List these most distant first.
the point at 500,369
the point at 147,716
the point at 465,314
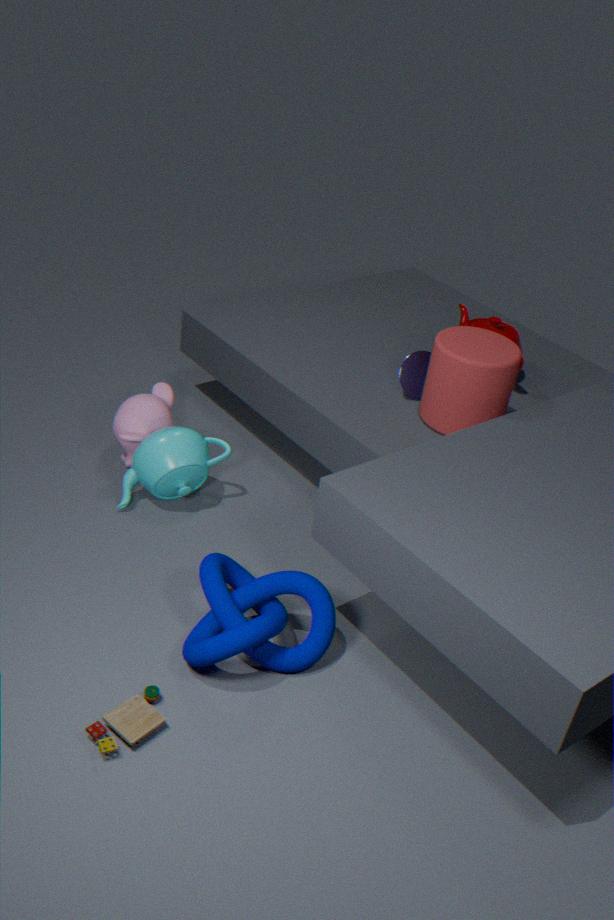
the point at 465,314
the point at 500,369
the point at 147,716
